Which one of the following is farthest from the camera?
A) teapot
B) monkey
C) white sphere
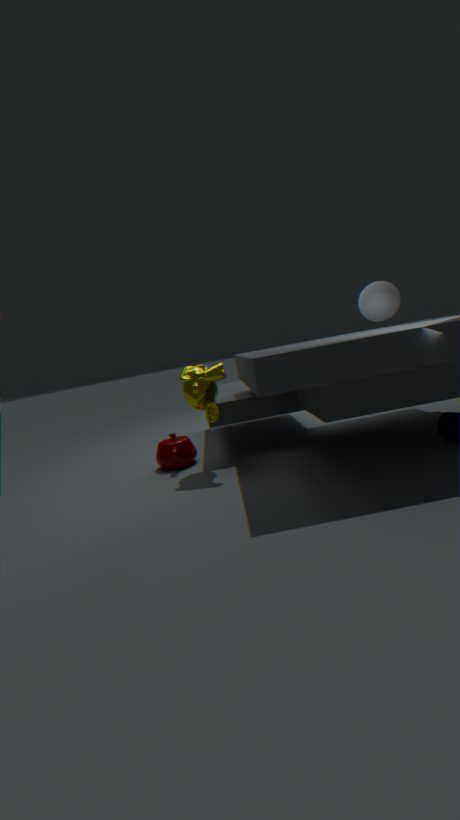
white sphere
